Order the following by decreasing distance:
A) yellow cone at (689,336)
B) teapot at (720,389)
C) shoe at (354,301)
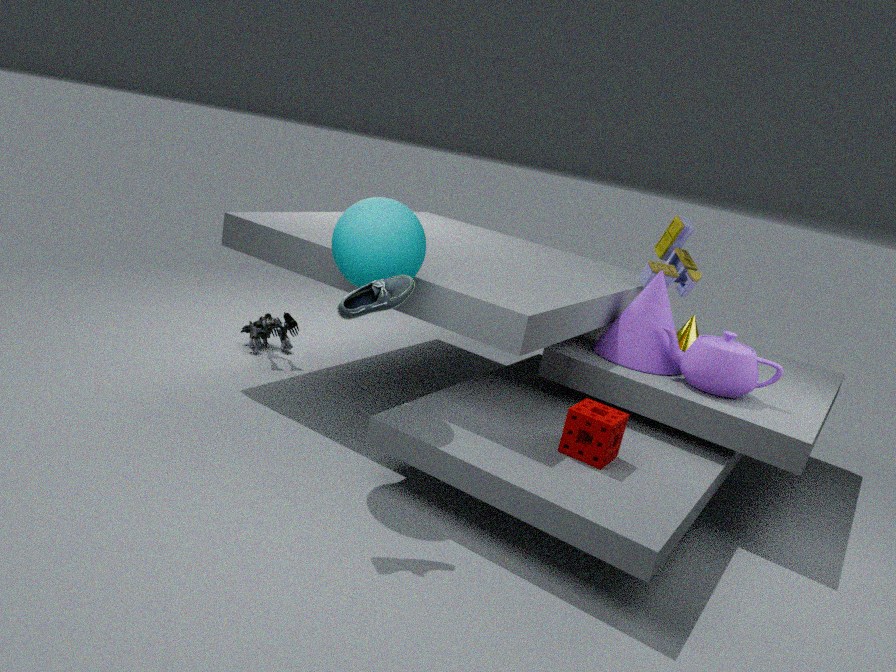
yellow cone at (689,336), teapot at (720,389), shoe at (354,301)
